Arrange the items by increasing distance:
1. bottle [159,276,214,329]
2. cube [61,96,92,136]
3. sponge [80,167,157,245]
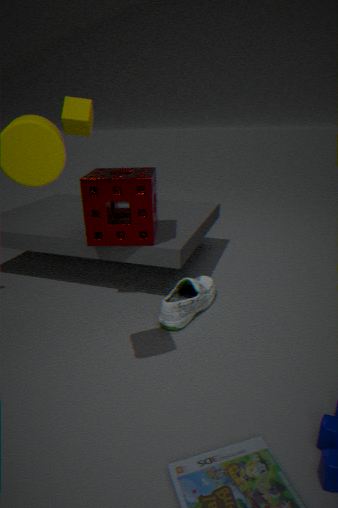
bottle [159,276,214,329] < sponge [80,167,157,245] < cube [61,96,92,136]
